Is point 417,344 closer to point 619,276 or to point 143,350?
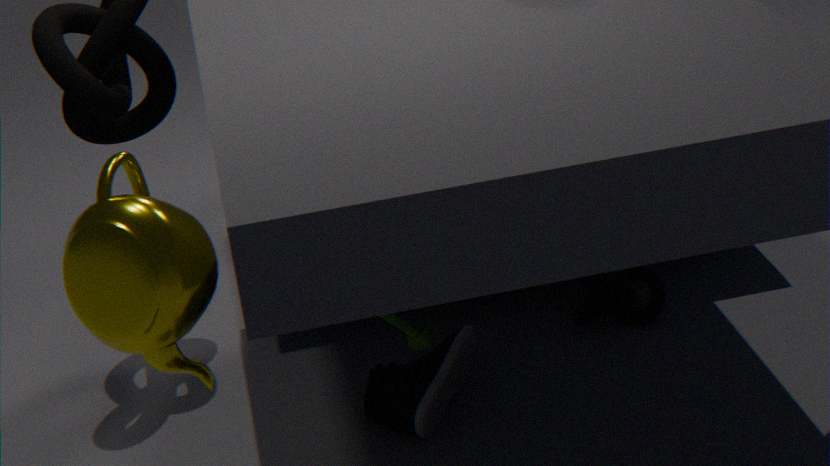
point 143,350
